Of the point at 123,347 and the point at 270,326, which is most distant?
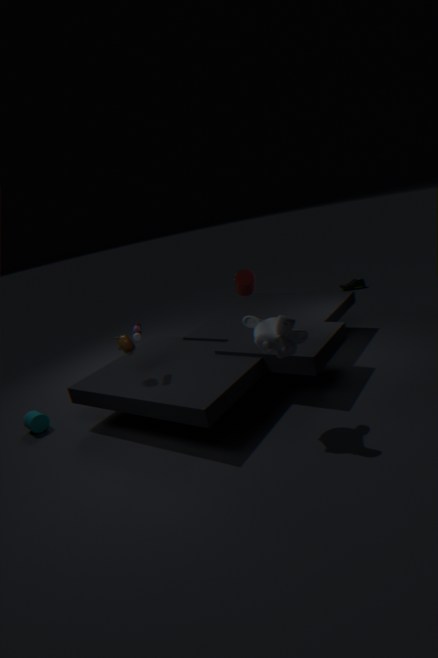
the point at 123,347
